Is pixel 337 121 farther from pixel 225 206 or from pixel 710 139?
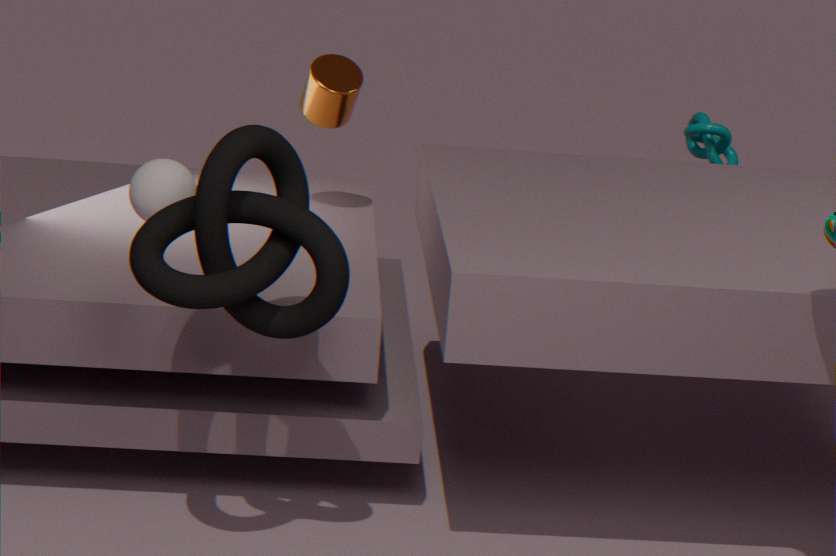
pixel 710 139
